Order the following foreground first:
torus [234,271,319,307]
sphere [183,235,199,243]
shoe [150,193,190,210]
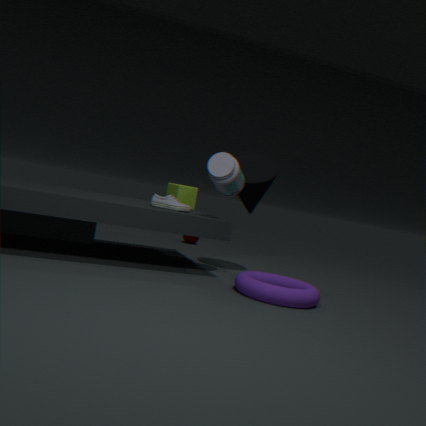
torus [234,271,319,307]
shoe [150,193,190,210]
sphere [183,235,199,243]
